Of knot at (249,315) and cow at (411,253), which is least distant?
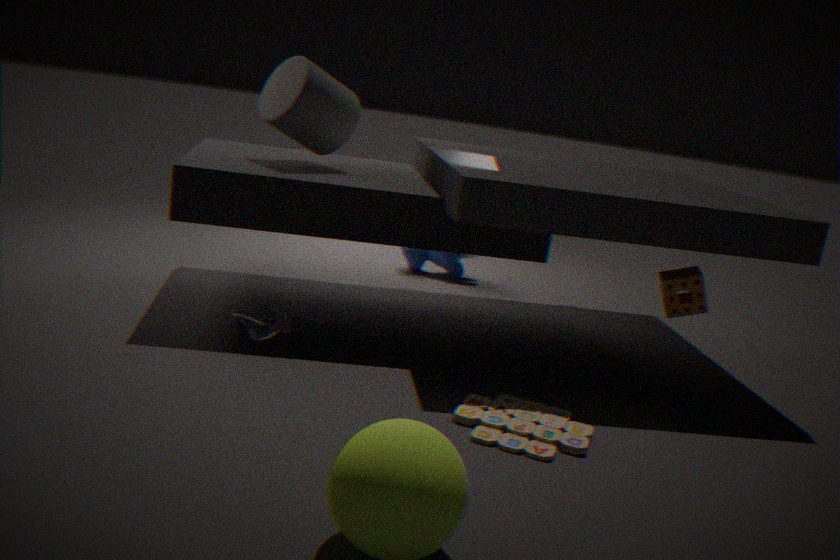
knot at (249,315)
